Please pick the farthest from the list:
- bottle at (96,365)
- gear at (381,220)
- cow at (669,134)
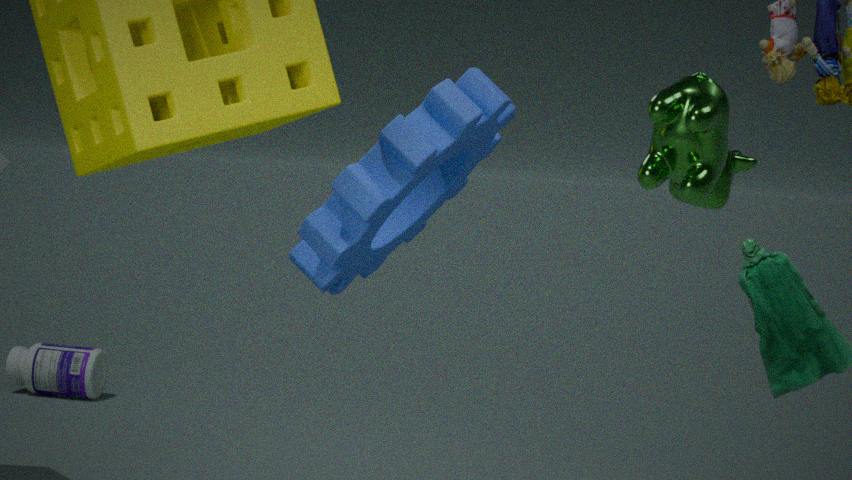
bottle at (96,365)
